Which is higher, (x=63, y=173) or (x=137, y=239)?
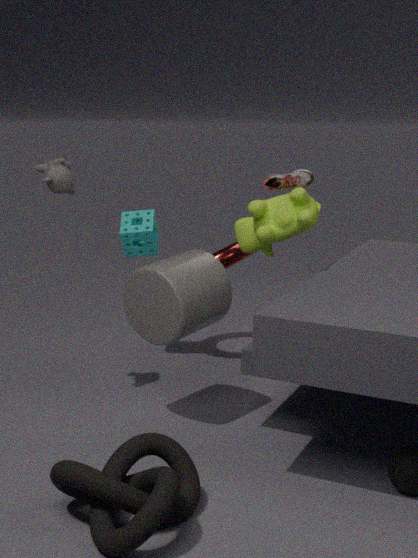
(x=63, y=173)
